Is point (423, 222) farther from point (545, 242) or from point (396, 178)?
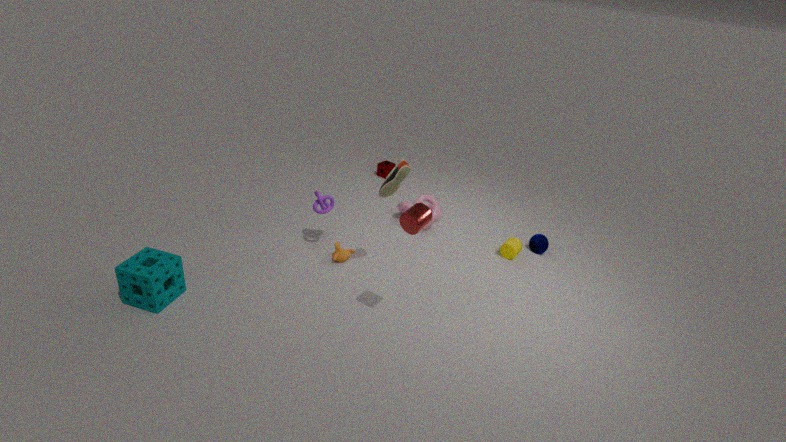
point (545, 242)
